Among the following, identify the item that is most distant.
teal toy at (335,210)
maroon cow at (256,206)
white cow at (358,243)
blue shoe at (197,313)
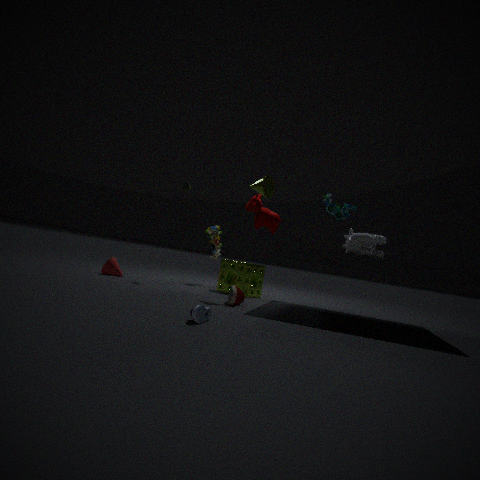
maroon cow at (256,206)
